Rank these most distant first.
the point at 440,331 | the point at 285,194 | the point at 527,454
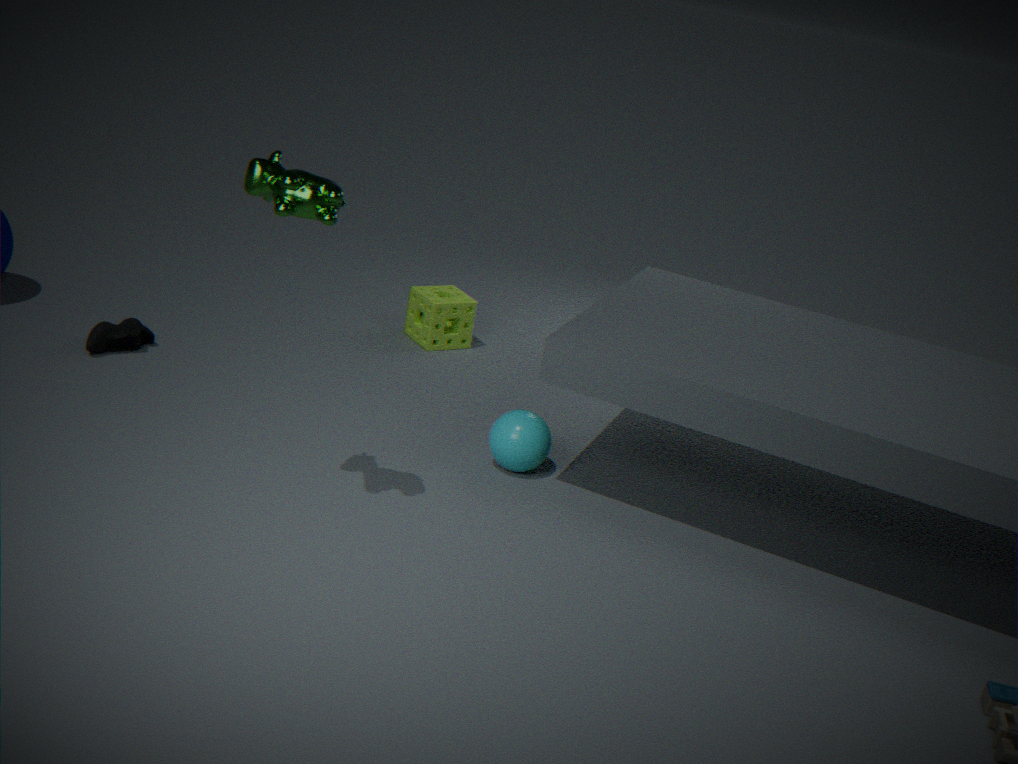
1. the point at 440,331
2. the point at 527,454
3. the point at 285,194
